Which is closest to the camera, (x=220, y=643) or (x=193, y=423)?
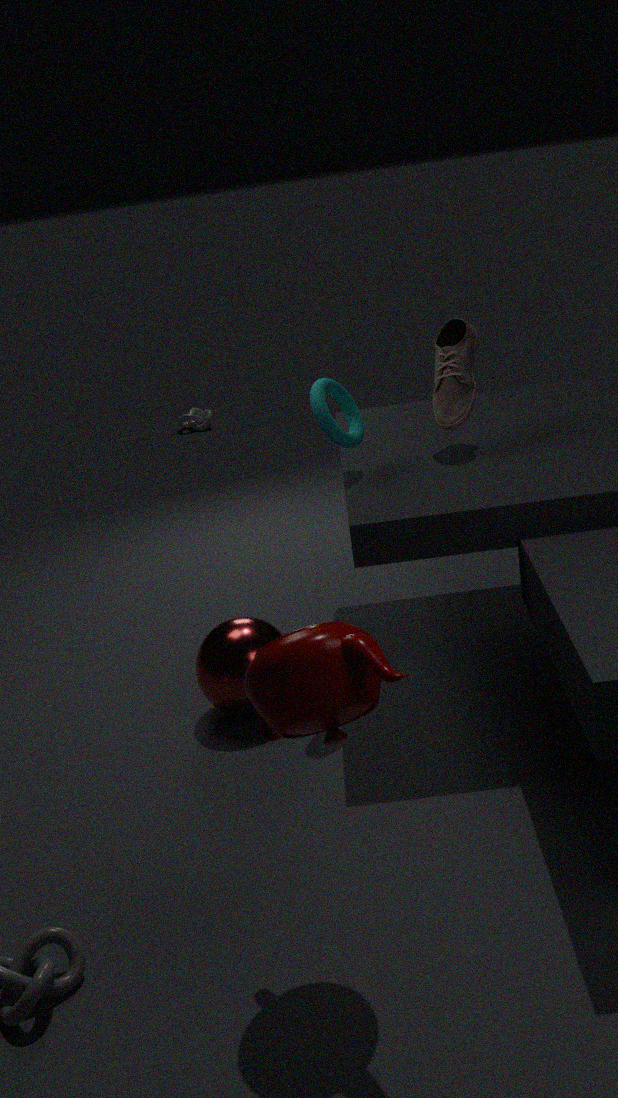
(x=220, y=643)
